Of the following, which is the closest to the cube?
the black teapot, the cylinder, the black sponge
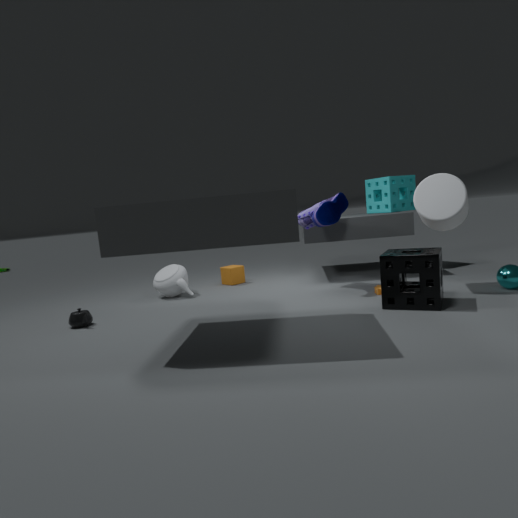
the black teapot
